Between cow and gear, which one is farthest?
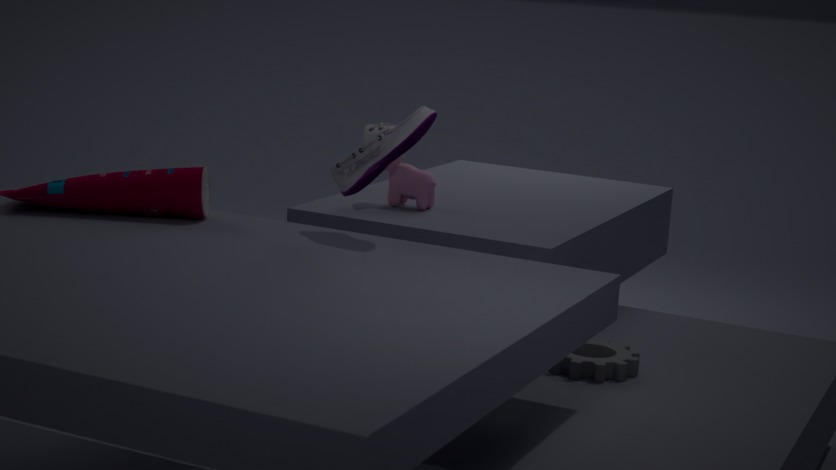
cow
